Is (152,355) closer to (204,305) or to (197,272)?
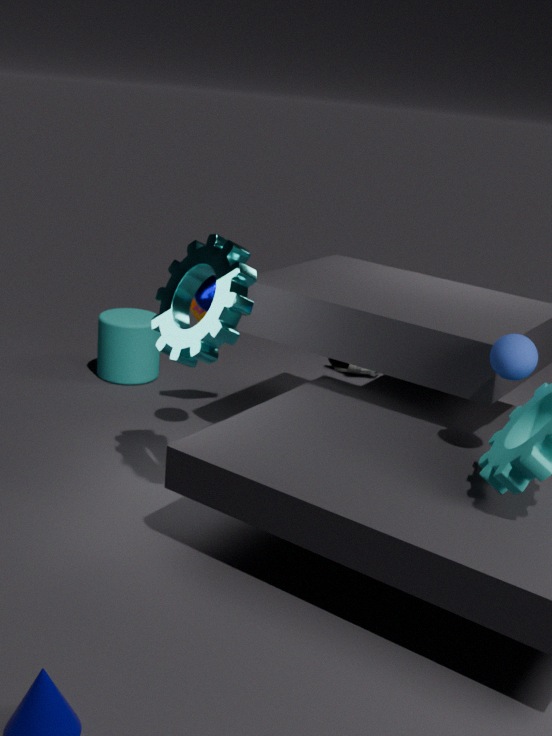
(204,305)
